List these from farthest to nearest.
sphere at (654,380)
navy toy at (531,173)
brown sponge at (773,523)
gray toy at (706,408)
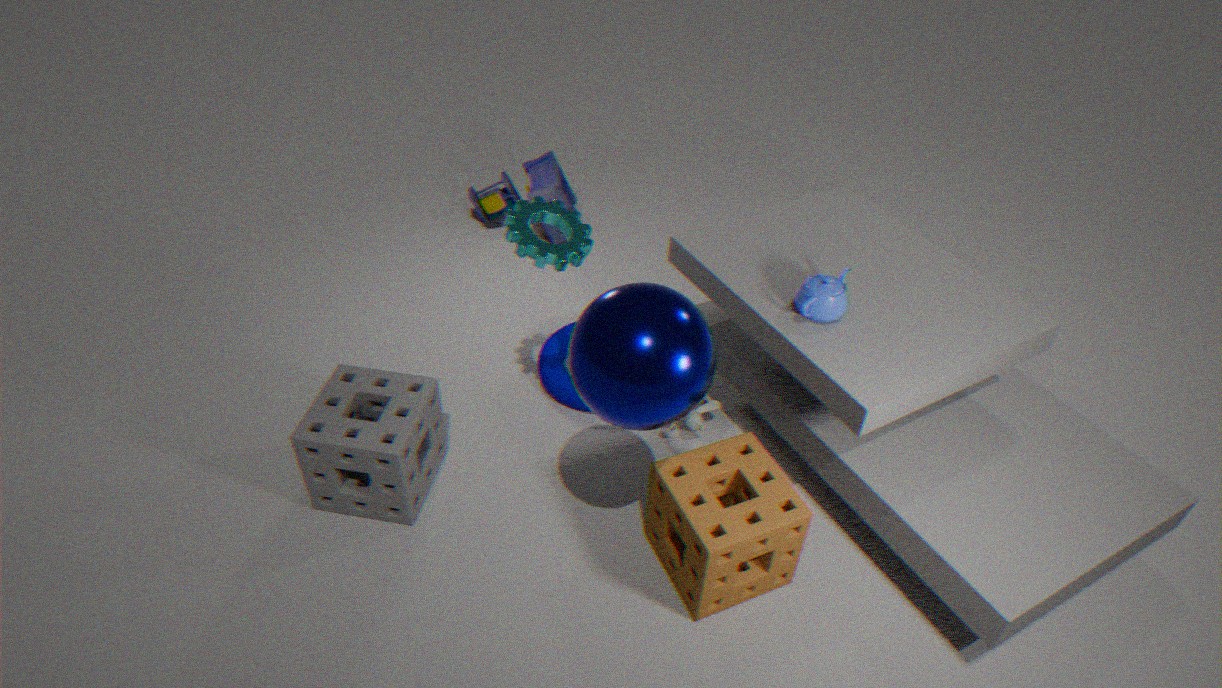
navy toy at (531,173) → gray toy at (706,408) → brown sponge at (773,523) → sphere at (654,380)
